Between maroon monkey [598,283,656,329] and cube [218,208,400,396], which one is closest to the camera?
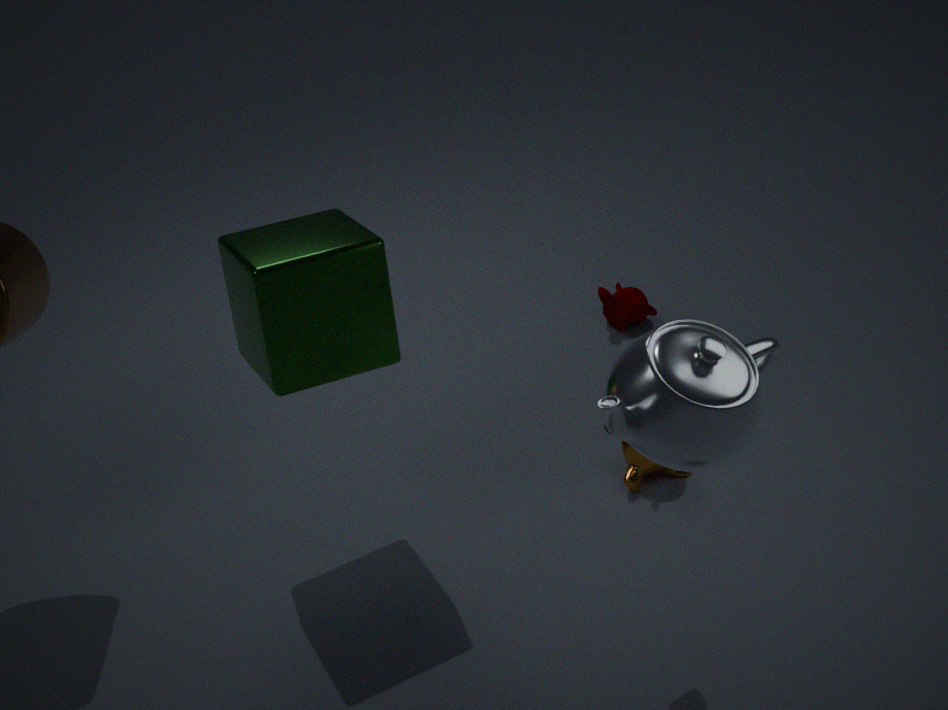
cube [218,208,400,396]
